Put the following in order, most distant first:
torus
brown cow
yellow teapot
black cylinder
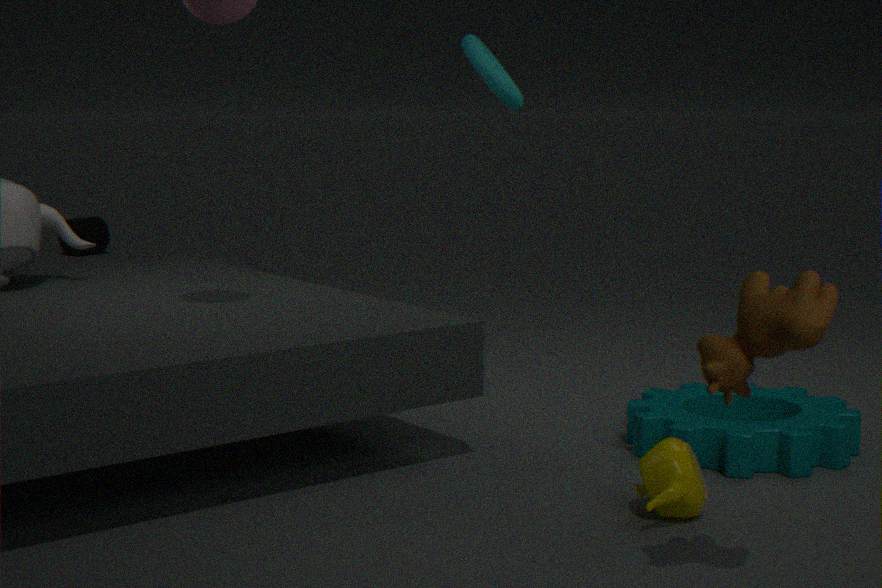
black cylinder → torus → yellow teapot → brown cow
